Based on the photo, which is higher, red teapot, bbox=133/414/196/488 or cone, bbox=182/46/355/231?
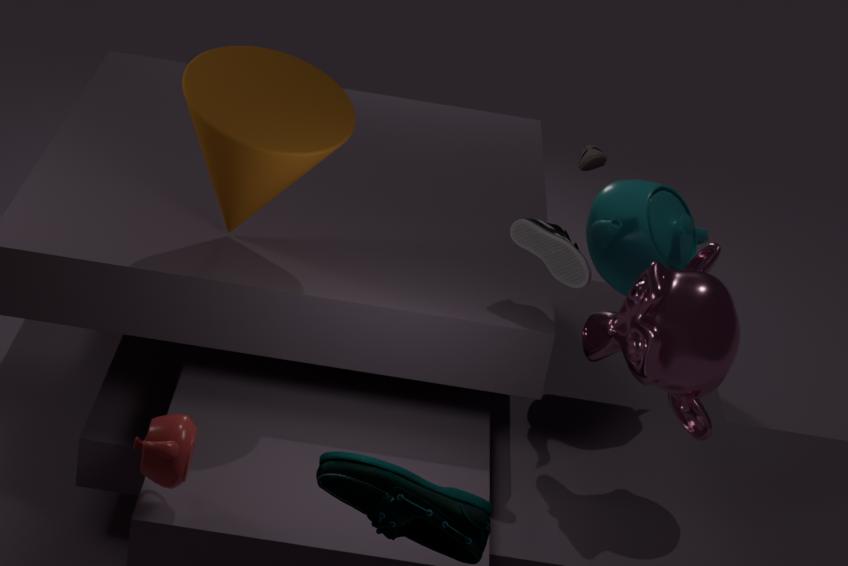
cone, bbox=182/46/355/231
